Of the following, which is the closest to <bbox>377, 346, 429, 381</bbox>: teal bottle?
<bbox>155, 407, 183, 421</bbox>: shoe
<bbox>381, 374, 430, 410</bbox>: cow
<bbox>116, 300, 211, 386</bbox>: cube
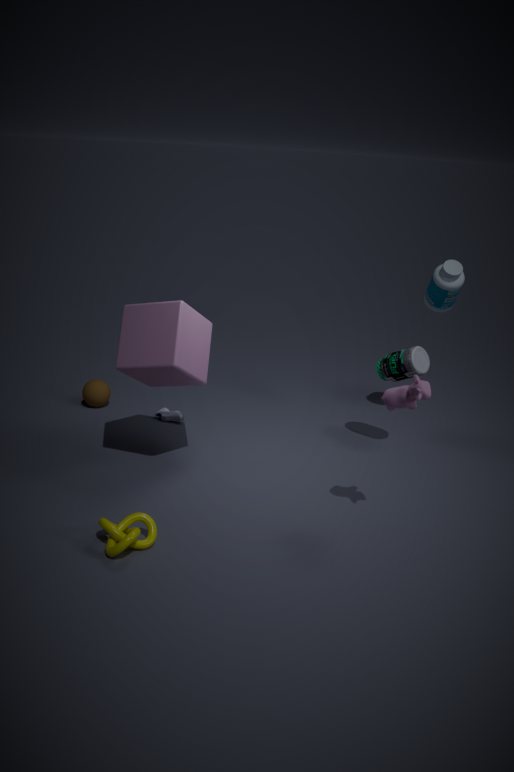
<bbox>381, 374, 430, 410</bbox>: cow
